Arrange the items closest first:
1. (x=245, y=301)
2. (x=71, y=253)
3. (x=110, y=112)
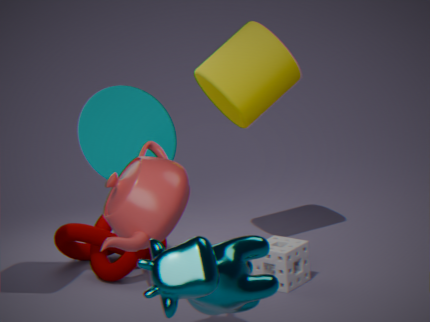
(x=245, y=301) < (x=110, y=112) < (x=71, y=253)
